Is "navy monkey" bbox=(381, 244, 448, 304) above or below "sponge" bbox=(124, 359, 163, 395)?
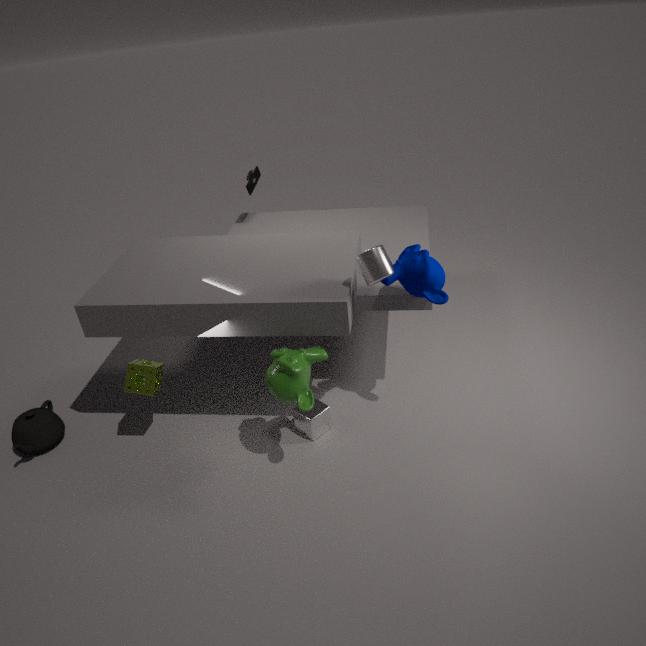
above
